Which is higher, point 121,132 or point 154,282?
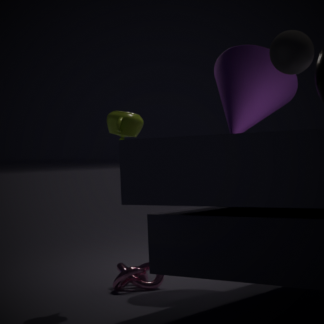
point 121,132
